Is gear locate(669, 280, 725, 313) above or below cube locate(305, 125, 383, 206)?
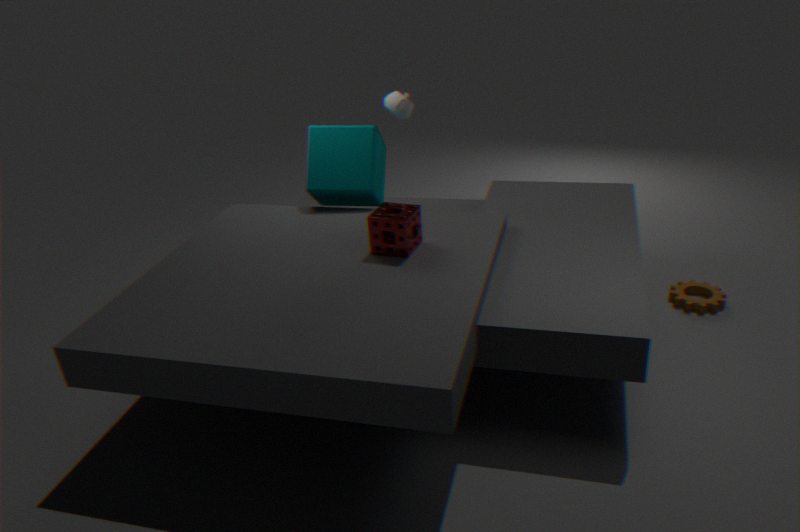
below
